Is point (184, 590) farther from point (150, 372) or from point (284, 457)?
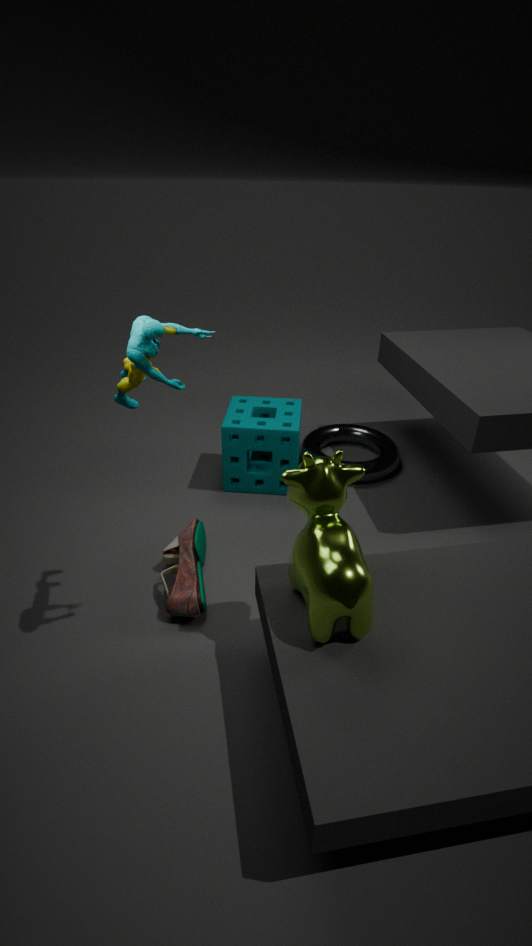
point (150, 372)
